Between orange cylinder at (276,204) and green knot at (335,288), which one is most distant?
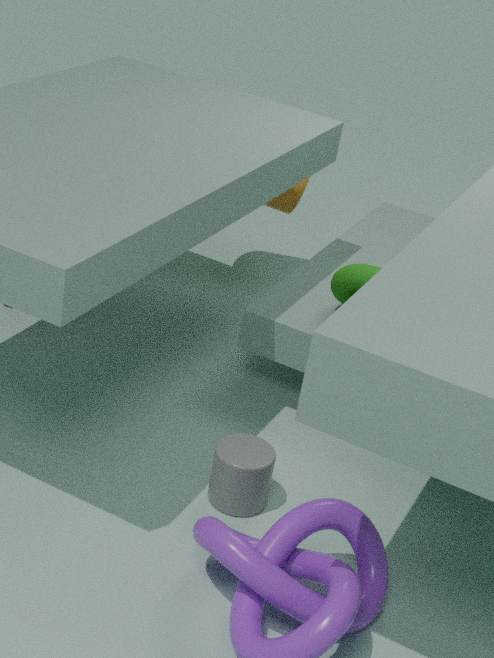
orange cylinder at (276,204)
